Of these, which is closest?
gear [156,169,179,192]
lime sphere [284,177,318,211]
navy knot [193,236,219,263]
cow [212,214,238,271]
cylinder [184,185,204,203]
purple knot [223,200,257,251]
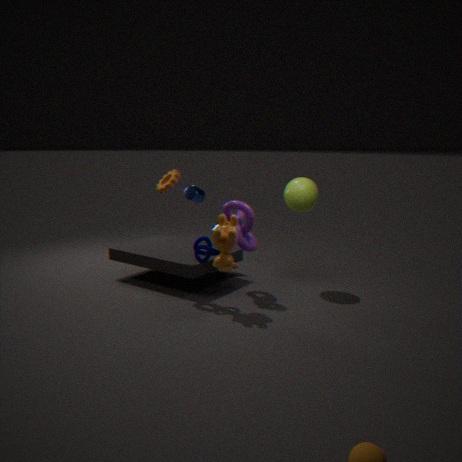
cow [212,214,238,271]
